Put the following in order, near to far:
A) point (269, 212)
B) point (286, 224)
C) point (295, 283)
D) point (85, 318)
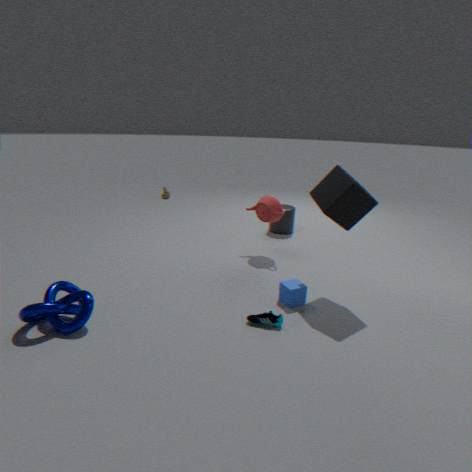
point (85, 318) < point (295, 283) < point (269, 212) < point (286, 224)
